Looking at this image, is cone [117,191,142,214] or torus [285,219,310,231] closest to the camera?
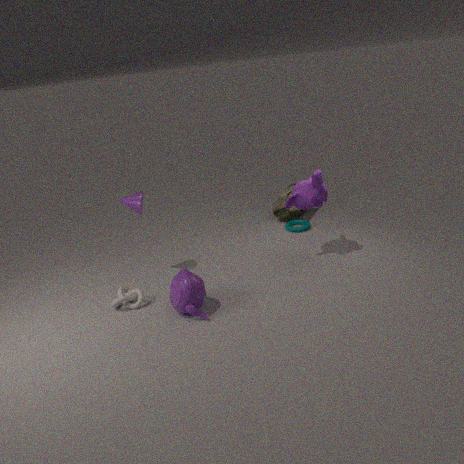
cone [117,191,142,214]
